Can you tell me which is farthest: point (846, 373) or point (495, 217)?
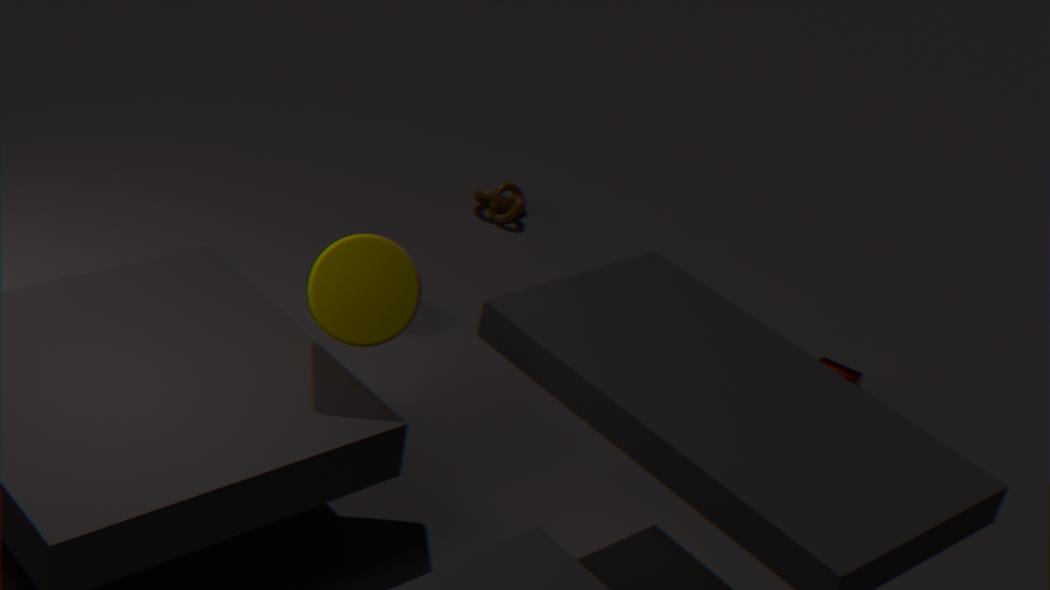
point (495, 217)
